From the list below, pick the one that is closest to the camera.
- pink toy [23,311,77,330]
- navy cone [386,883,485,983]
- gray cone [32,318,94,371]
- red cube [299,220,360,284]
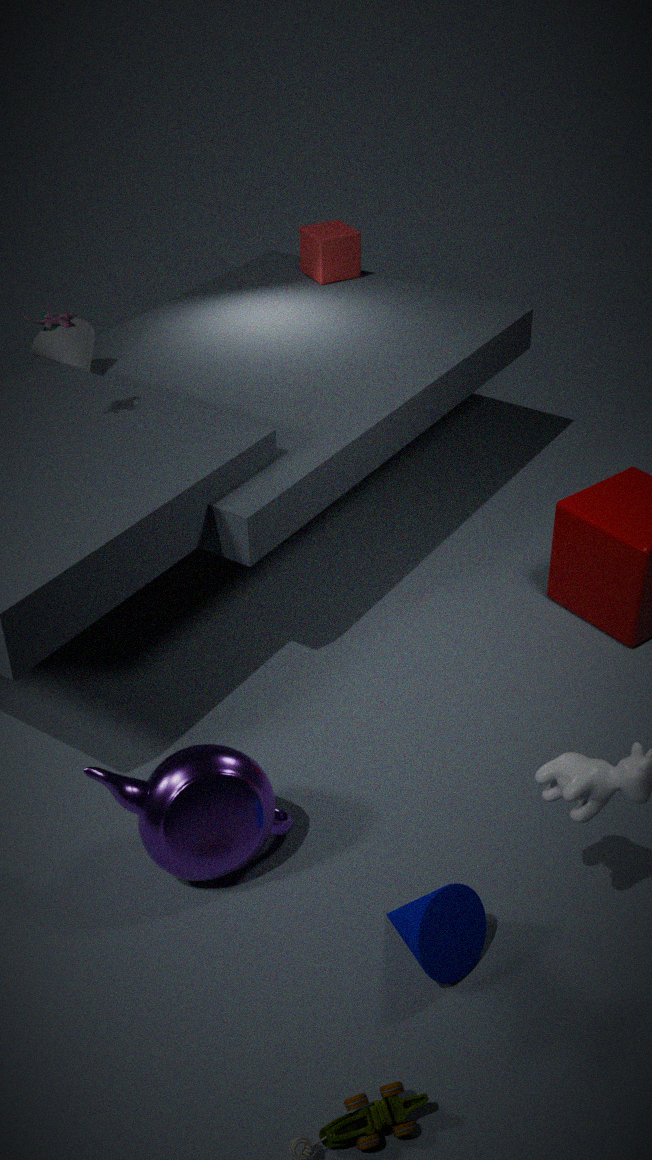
navy cone [386,883,485,983]
